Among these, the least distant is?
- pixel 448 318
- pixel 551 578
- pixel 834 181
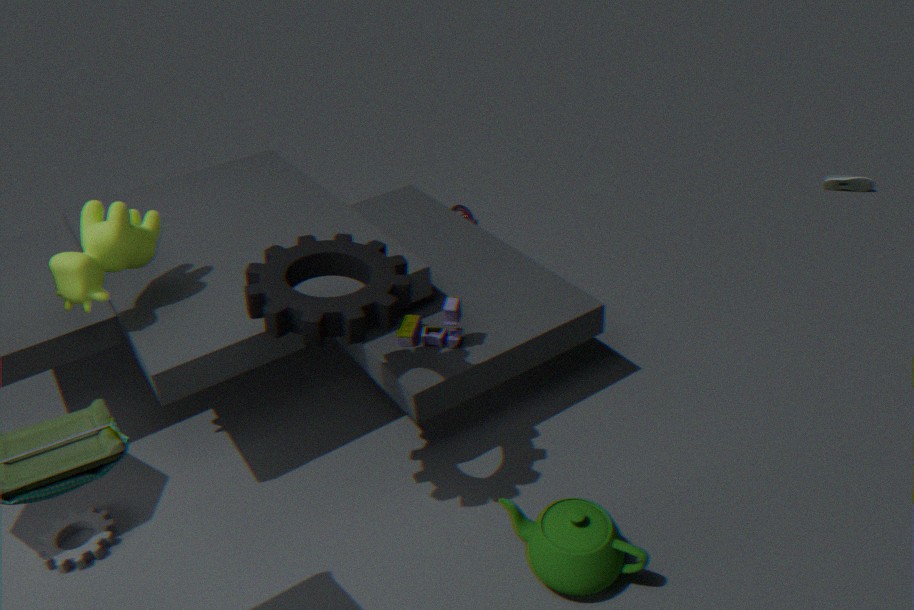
pixel 551 578
